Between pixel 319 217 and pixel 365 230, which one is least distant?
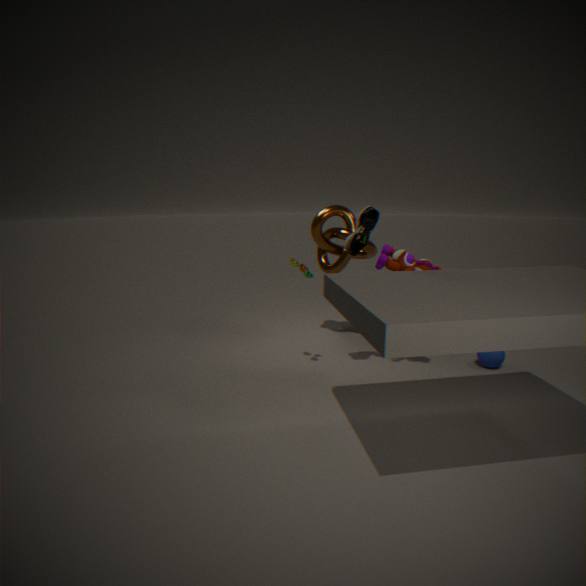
pixel 365 230
